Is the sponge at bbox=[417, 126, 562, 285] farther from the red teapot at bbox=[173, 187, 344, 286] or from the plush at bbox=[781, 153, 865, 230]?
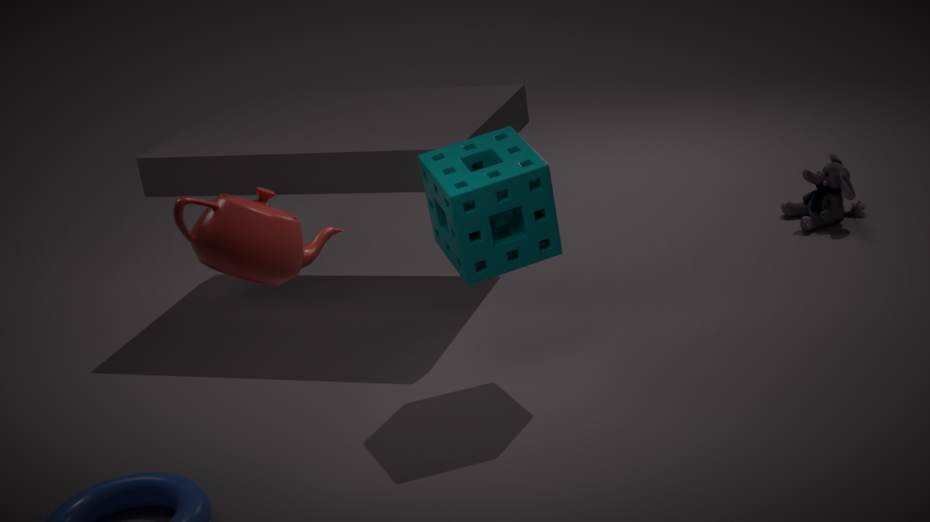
the plush at bbox=[781, 153, 865, 230]
